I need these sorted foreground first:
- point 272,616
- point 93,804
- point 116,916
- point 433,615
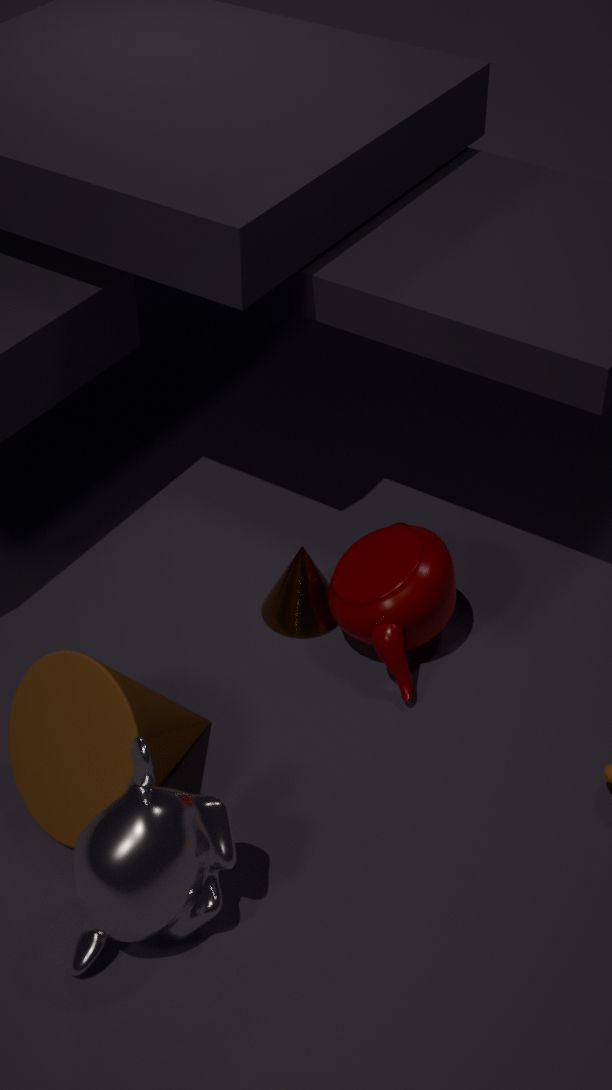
1. point 116,916
2. point 93,804
3. point 433,615
4. point 272,616
